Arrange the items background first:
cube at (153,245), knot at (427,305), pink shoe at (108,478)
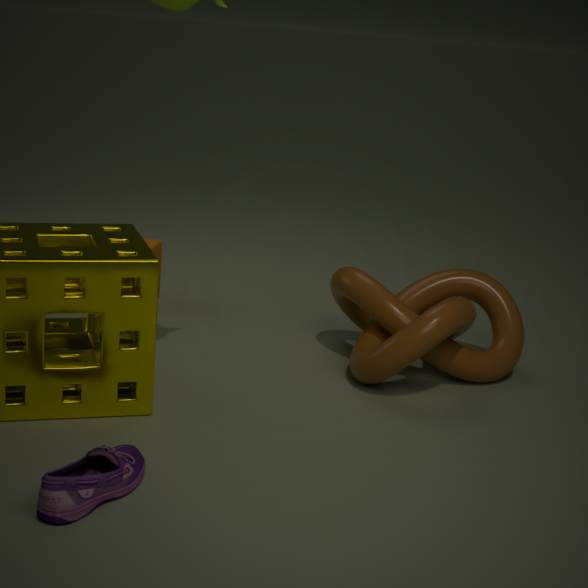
cube at (153,245) < knot at (427,305) < pink shoe at (108,478)
